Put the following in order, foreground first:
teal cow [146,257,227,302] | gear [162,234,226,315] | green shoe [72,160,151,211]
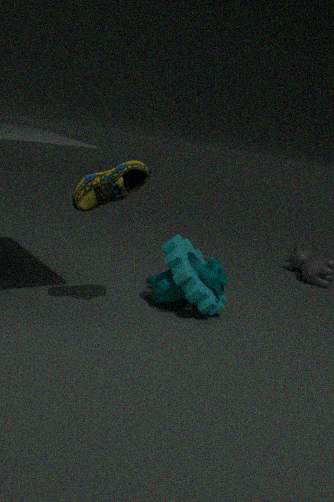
green shoe [72,160,151,211] < gear [162,234,226,315] < teal cow [146,257,227,302]
